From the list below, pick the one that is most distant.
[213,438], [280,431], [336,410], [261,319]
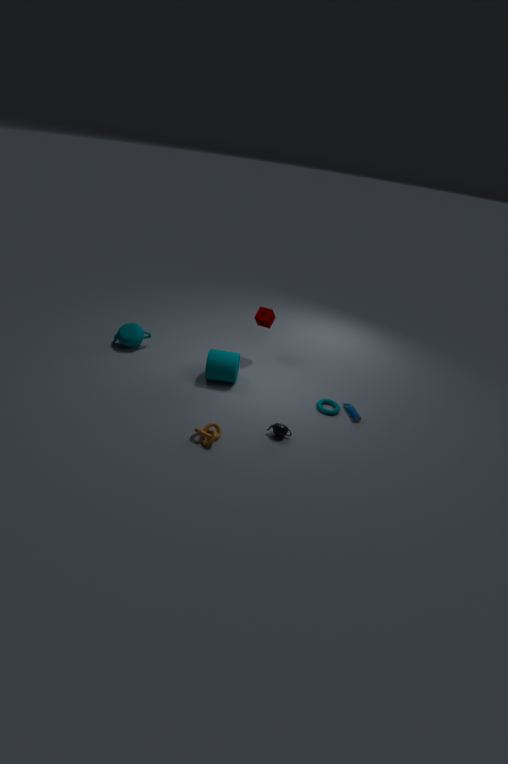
[261,319]
